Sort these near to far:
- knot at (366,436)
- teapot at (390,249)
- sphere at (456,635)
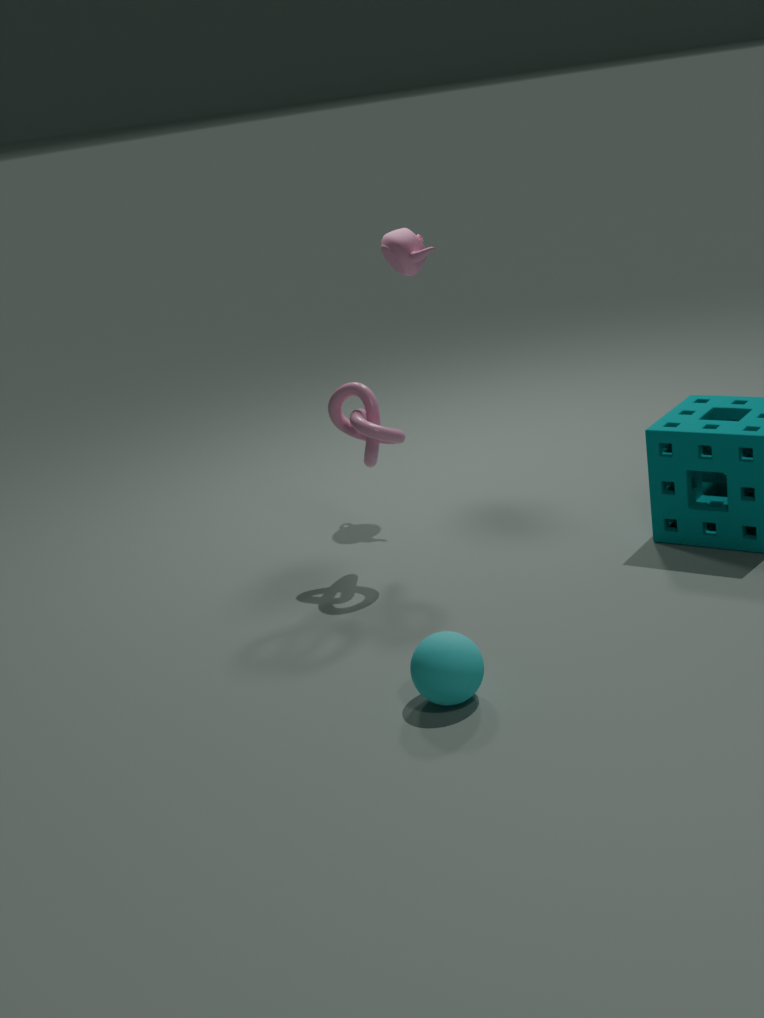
1. sphere at (456,635)
2. knot at (366,436)
3. teapot at (390,249)
